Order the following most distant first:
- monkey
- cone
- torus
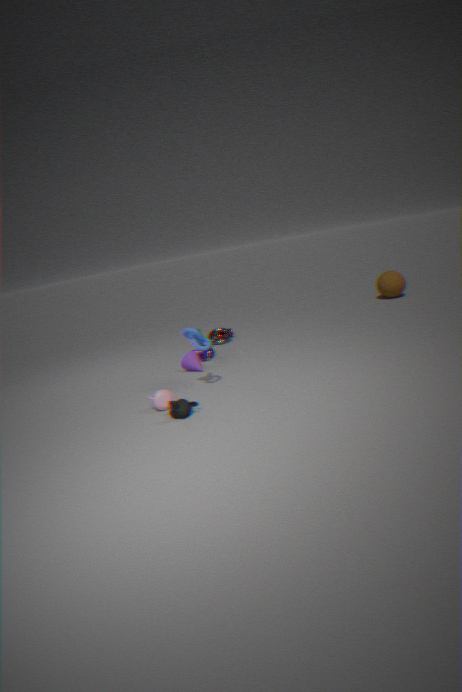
1. torus
2. cone
3. monkey
